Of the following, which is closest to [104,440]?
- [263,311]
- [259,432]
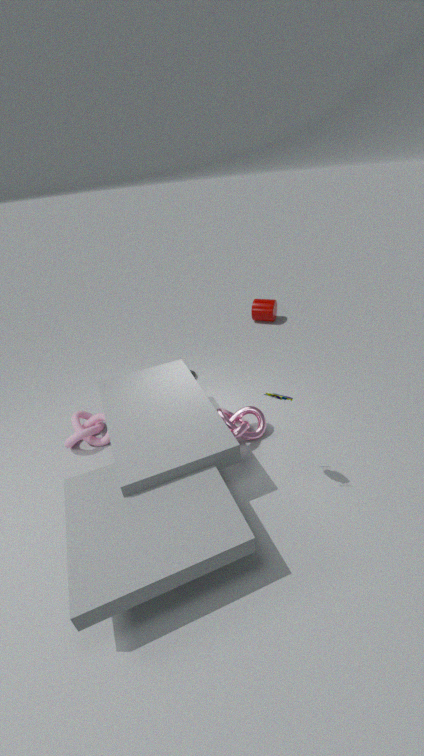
[259,432]
